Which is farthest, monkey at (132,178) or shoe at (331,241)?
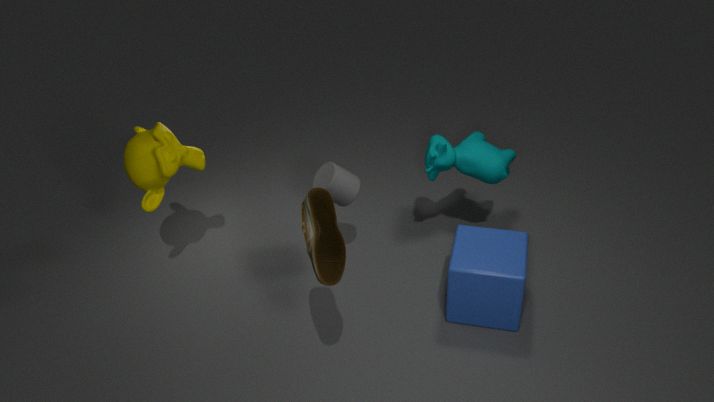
monkey at (132,178)
